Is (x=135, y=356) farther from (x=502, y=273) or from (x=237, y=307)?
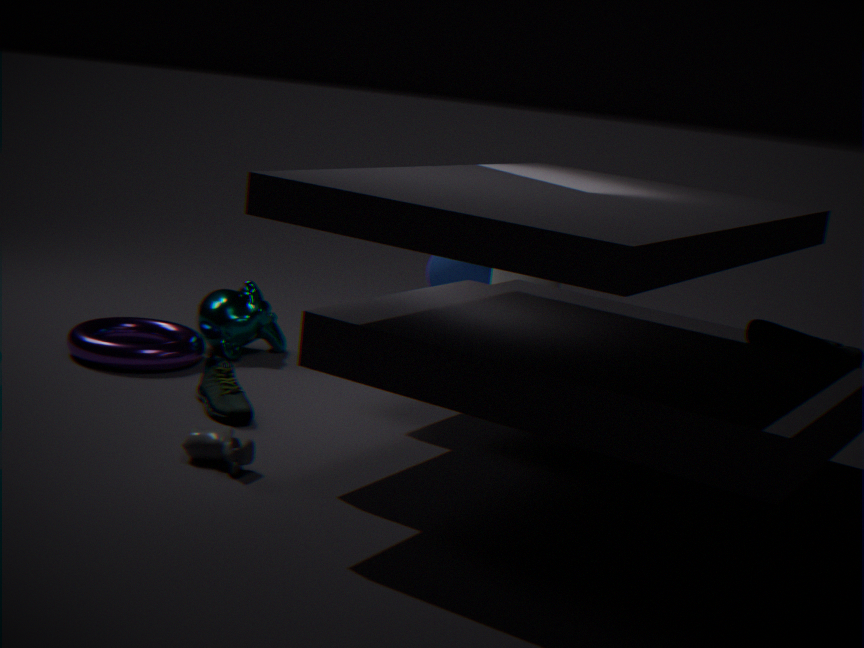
(x=502, y=273)
